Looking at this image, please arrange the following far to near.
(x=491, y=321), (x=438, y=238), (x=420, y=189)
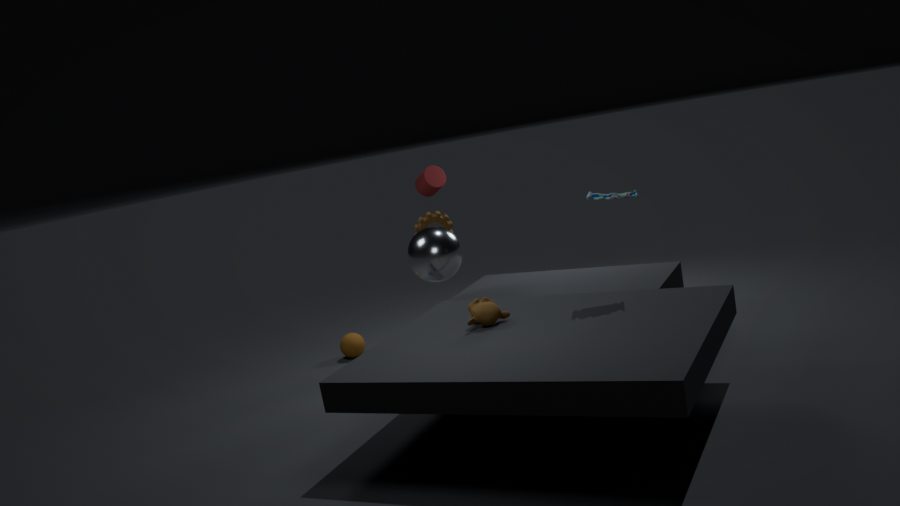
(x=420, y=189) < (x=438, y=238) < (x=491, y=321)
